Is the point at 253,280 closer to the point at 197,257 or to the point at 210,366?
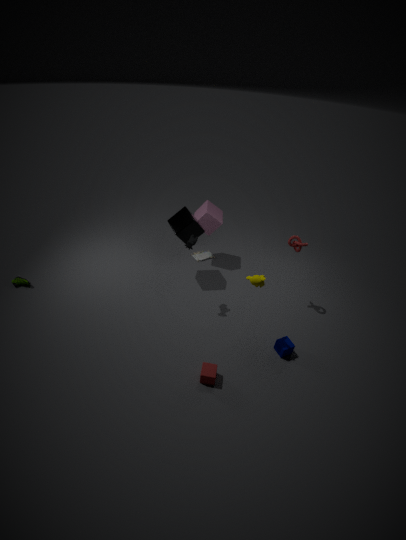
the point at 210,366
